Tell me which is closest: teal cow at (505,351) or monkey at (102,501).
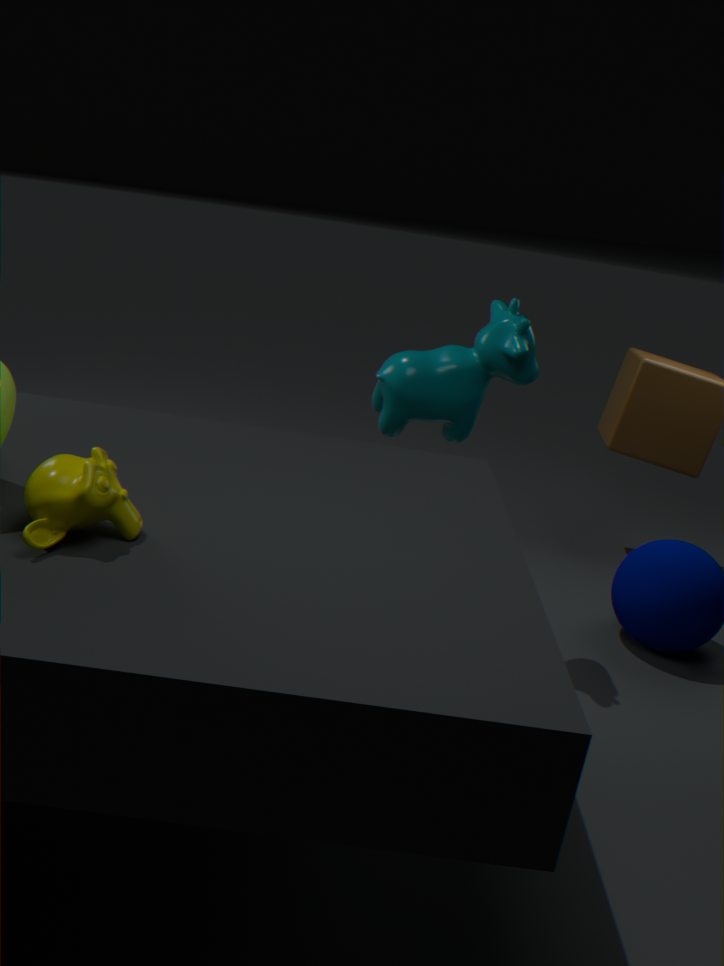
monkey at (102,501)
